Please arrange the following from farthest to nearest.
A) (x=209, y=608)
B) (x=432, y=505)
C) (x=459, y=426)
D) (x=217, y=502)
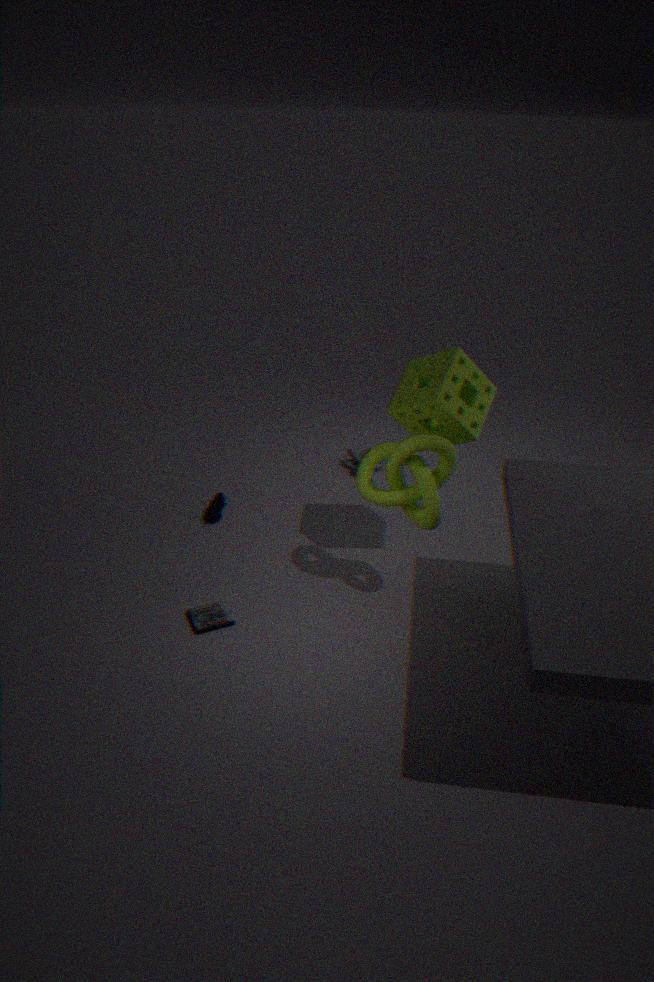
1. (x=217, y=502)
2. (x=209, y=608)
3. (x=459, y=426)
4. (x=432, y=505)
